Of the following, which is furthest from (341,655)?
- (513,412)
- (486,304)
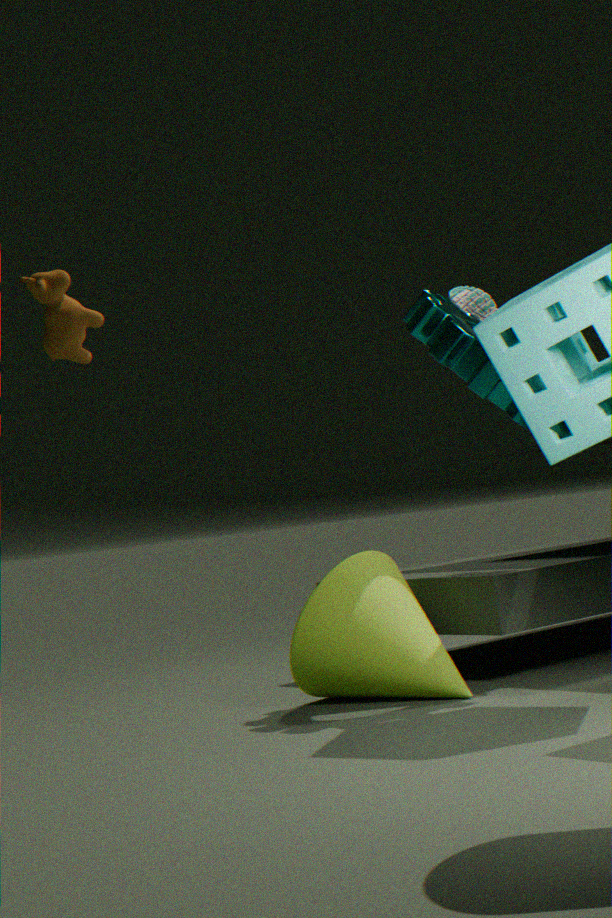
(486,304)
